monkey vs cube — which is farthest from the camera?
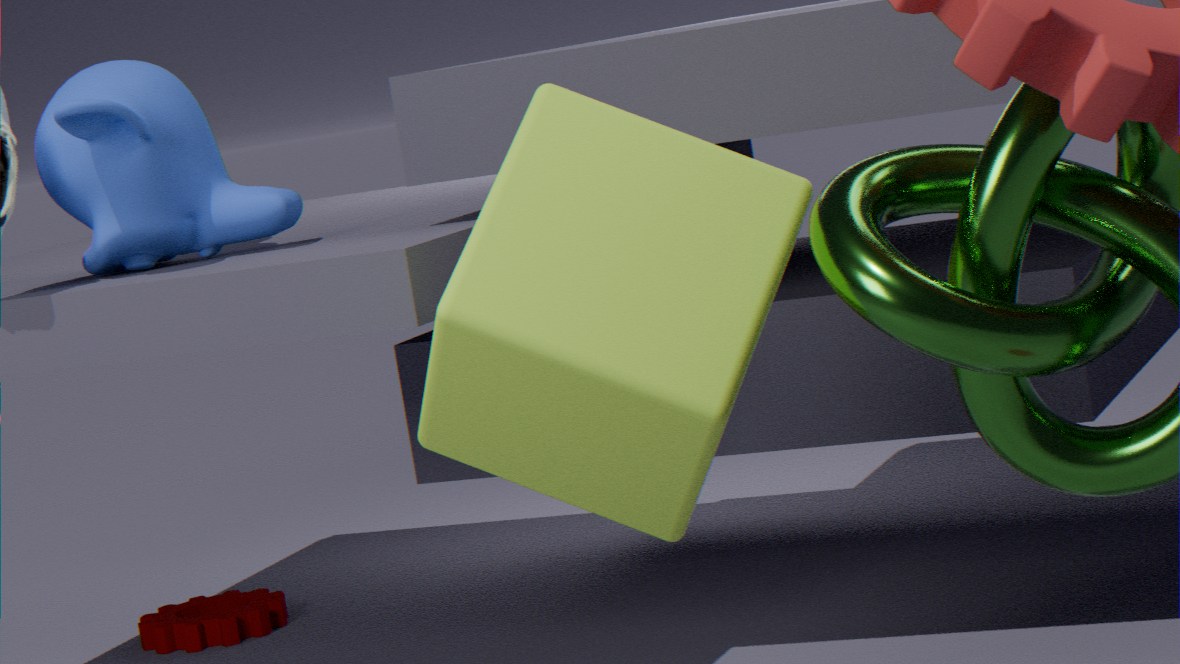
monkey
